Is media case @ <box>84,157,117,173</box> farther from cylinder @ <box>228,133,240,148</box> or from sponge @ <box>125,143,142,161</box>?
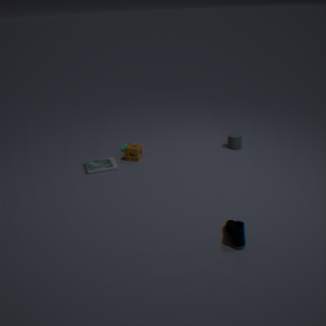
cylinder @ <box>228,133,240,148</box>
